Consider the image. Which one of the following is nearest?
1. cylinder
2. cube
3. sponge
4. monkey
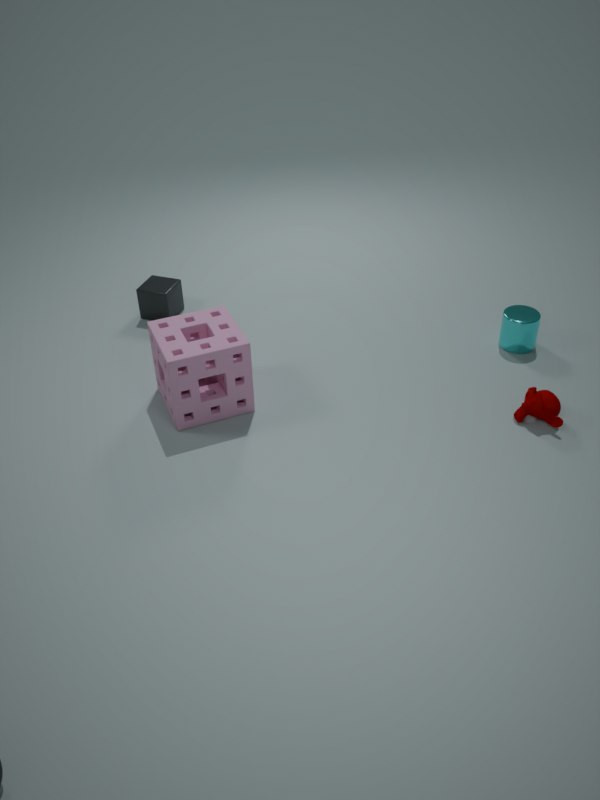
sponge
